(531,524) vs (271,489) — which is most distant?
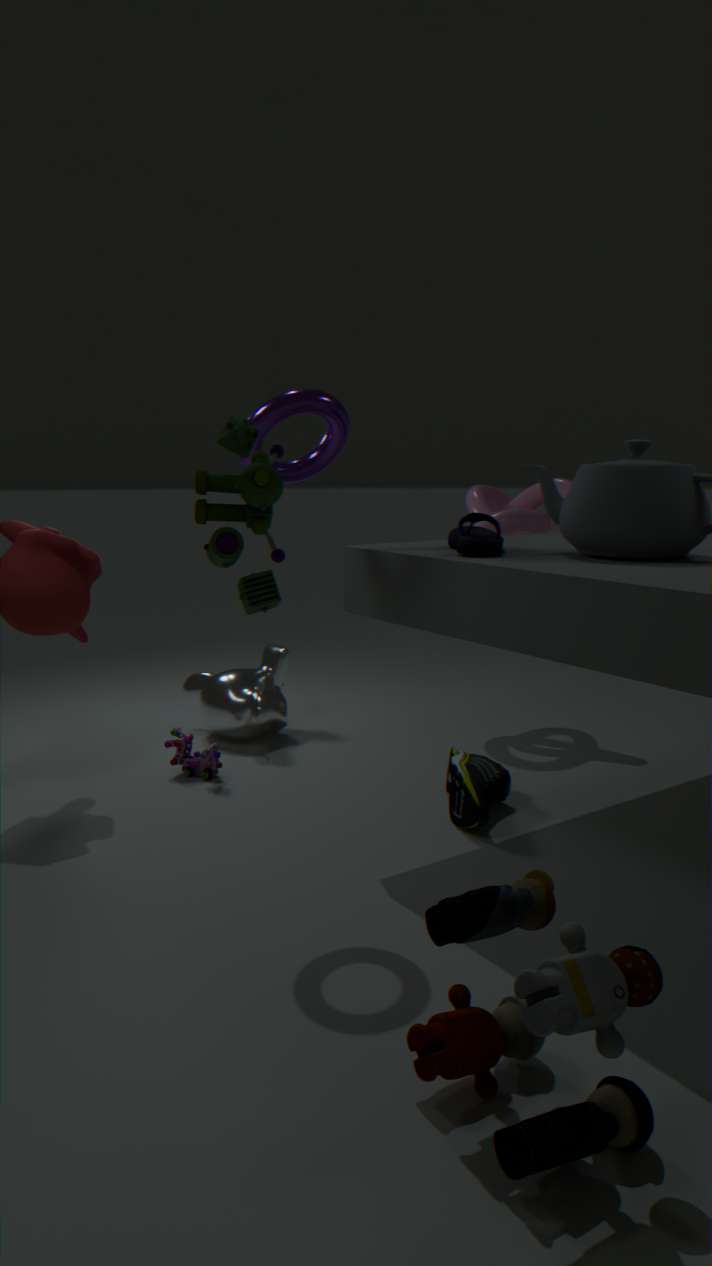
(531,524)
